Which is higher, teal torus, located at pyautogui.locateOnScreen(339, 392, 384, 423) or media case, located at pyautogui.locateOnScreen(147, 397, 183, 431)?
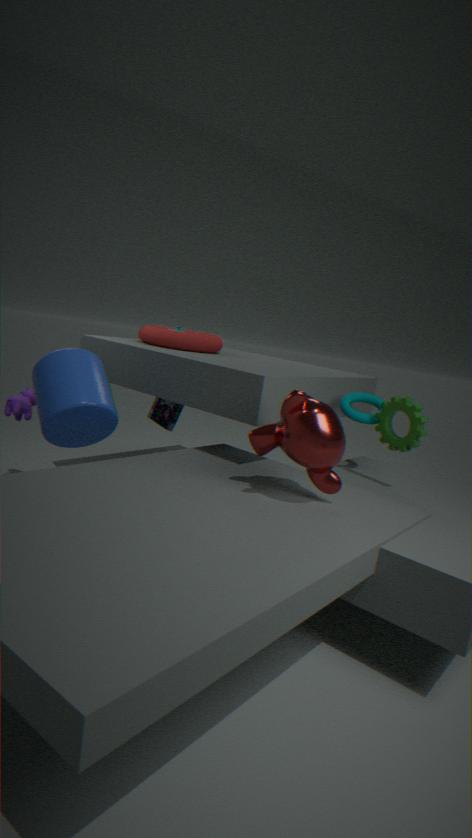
teal torus, located at pyautogui.locateOnScreen(339, 392, 384, 423)
